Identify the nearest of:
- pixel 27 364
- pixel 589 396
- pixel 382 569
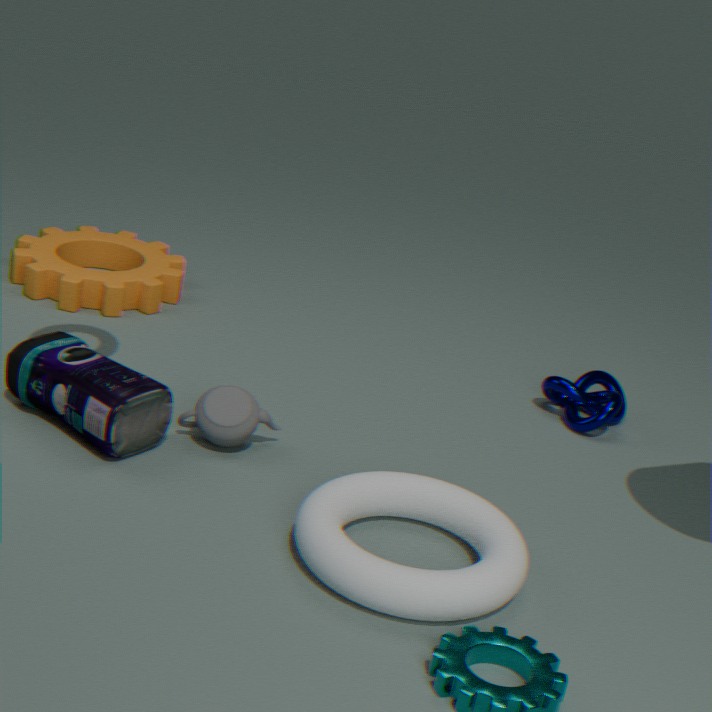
pixel 382 569
